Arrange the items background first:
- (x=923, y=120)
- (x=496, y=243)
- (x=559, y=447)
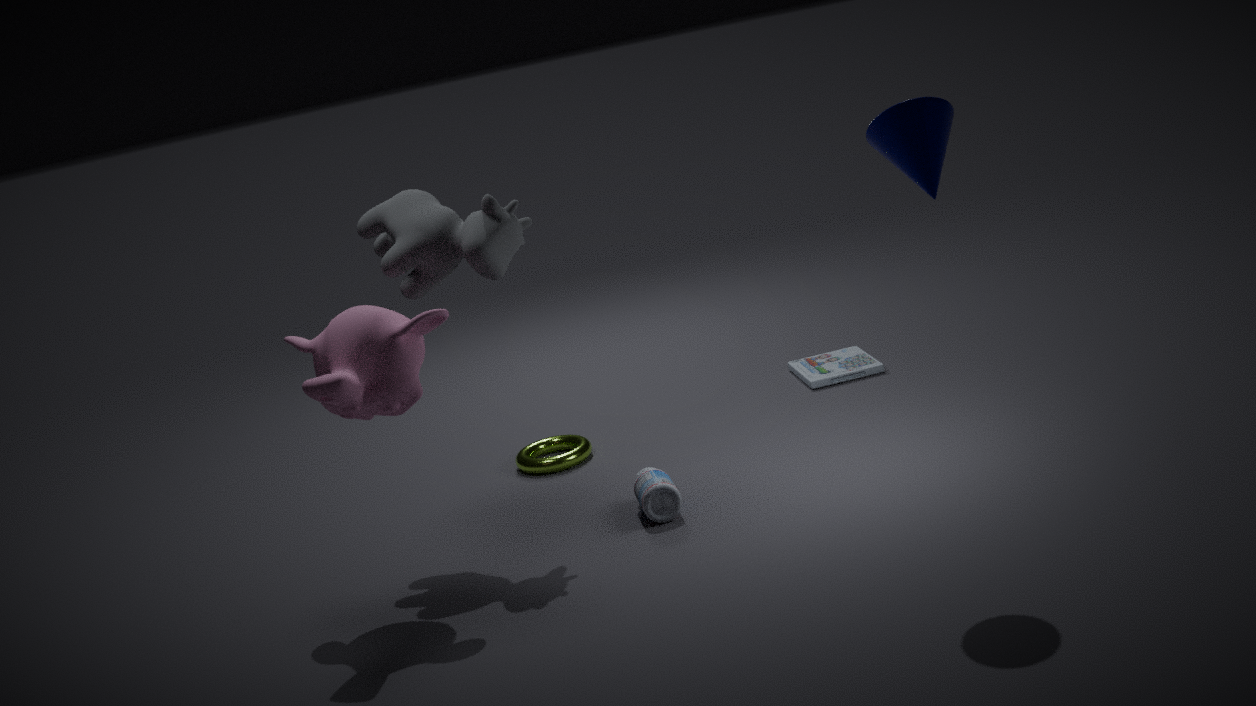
(x=559, y=447) → (x=496, y=243) → (x=923, y=120)
